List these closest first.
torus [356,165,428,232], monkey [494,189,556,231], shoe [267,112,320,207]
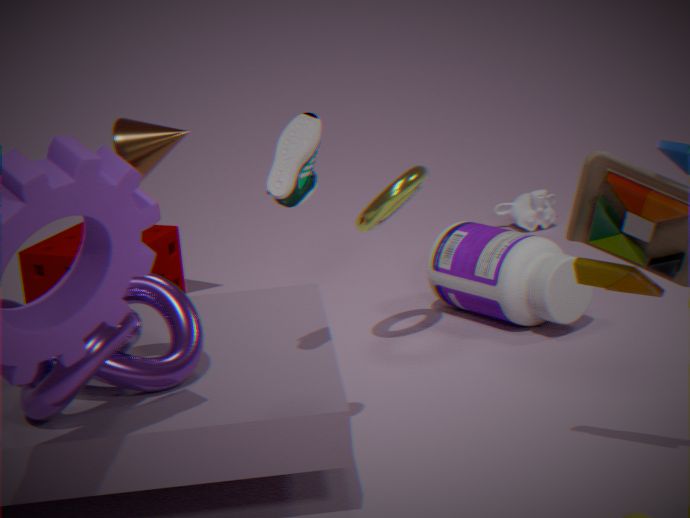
shoe [267,112,320,207] < torus [356,165,428,232] < monkey [494,189,556,231]
